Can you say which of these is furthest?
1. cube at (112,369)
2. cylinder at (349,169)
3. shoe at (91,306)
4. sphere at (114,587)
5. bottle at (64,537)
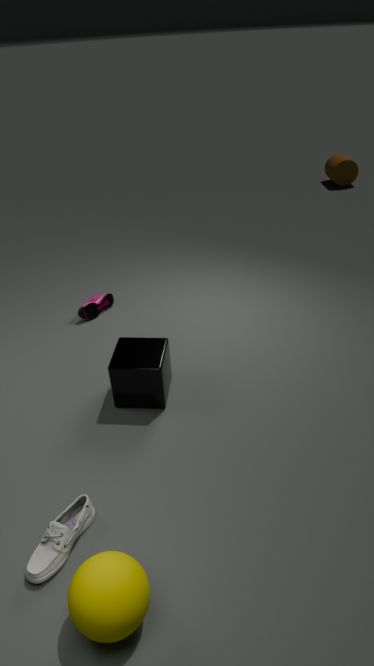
cylinder at (349,169)
